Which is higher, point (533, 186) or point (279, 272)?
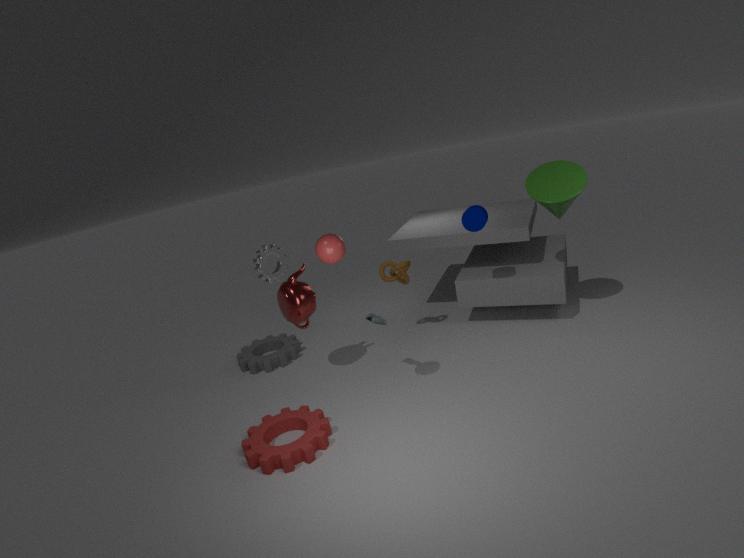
point (533, 186)
